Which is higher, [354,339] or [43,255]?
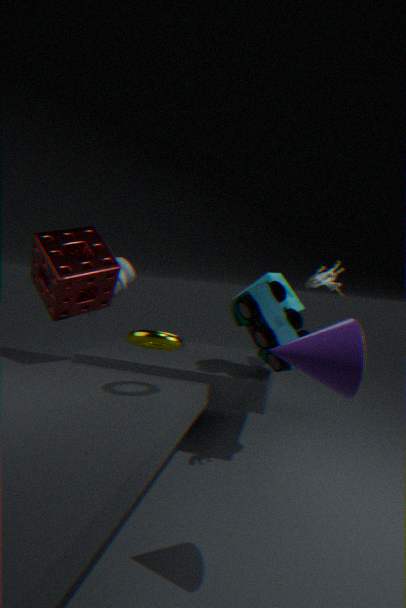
[43,255]
